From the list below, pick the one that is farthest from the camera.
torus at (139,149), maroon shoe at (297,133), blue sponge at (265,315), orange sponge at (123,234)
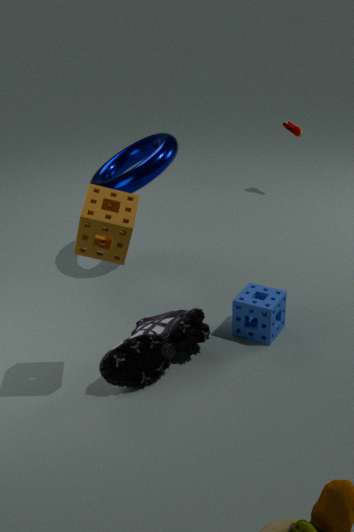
maroon shoe at (297,133)
